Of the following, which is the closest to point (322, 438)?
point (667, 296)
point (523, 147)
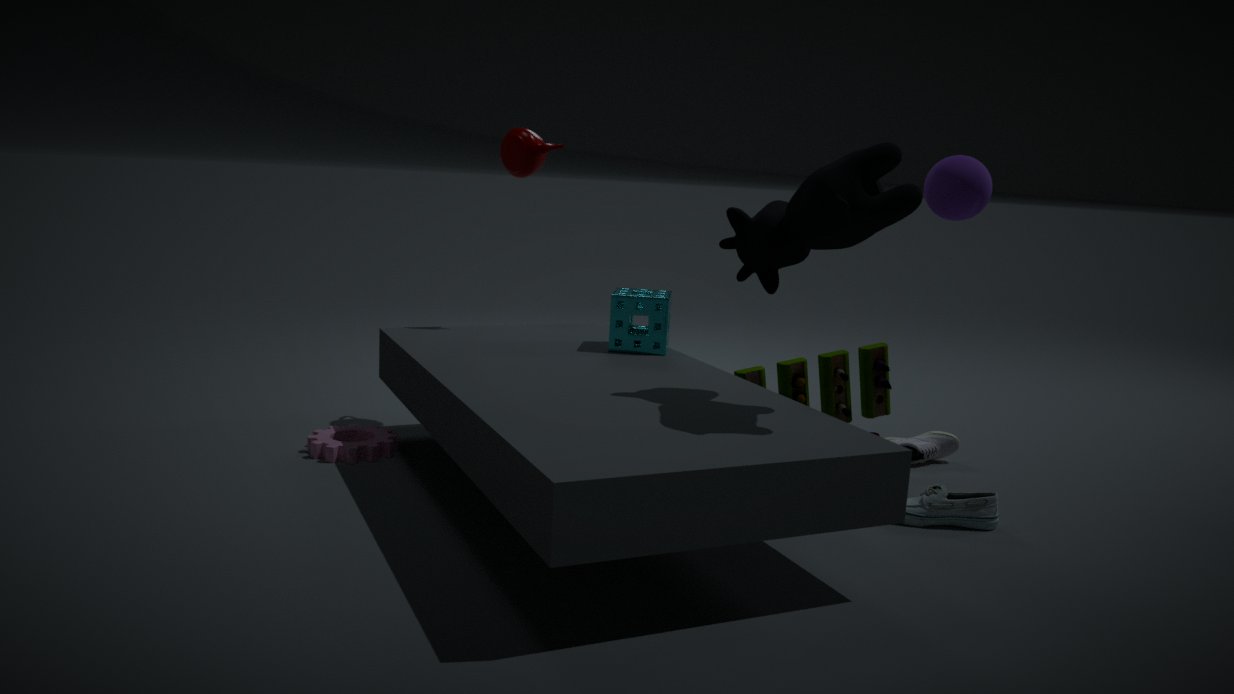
point (667, 296)
